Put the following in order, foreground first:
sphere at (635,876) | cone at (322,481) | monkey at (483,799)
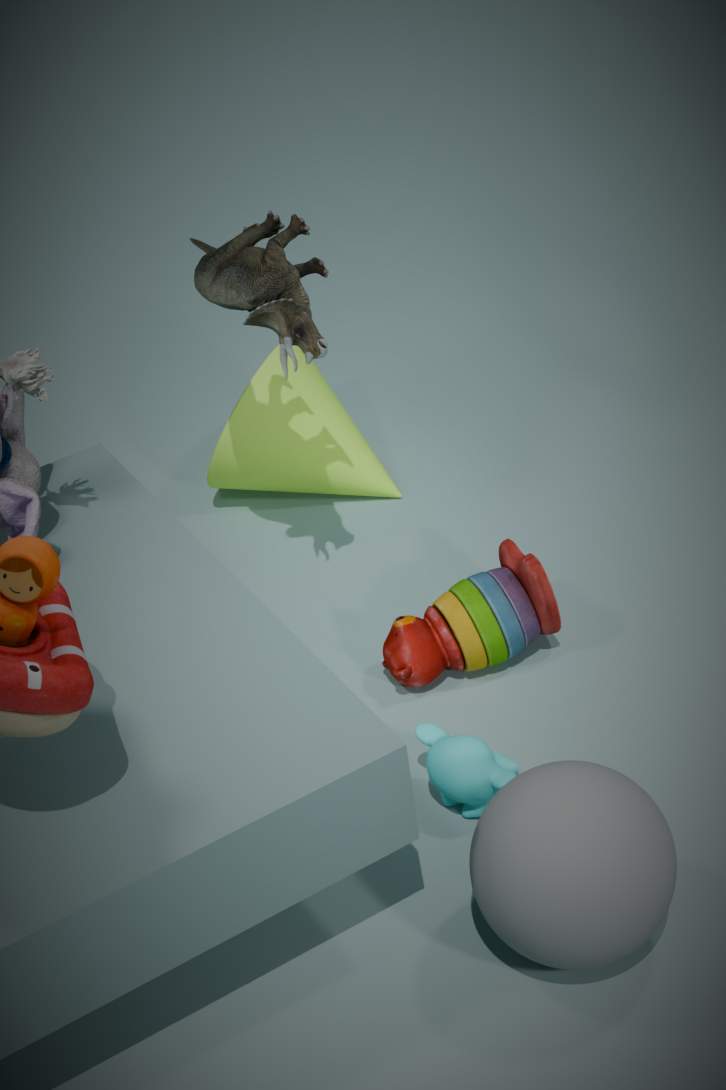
sphere at (635,876) → monkey at (483,799) → cone at (322,481)
